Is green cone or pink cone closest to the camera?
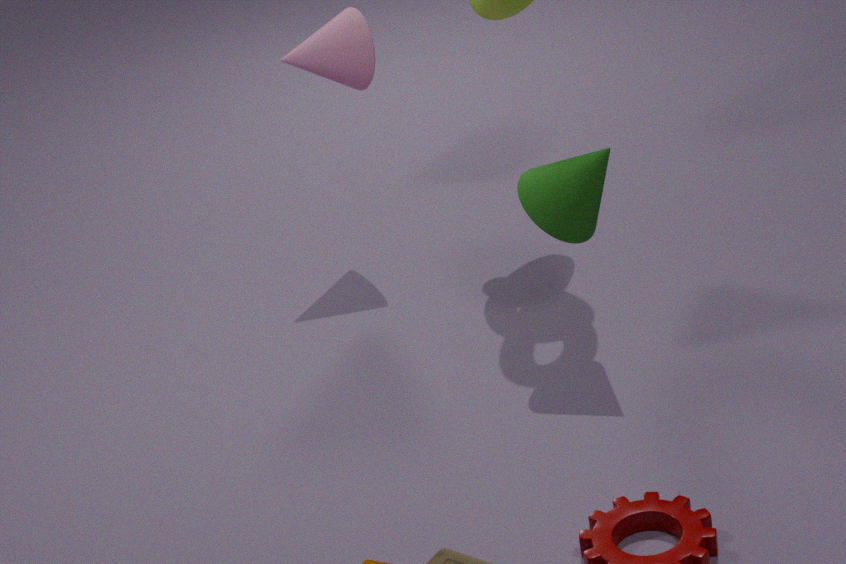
green cone
